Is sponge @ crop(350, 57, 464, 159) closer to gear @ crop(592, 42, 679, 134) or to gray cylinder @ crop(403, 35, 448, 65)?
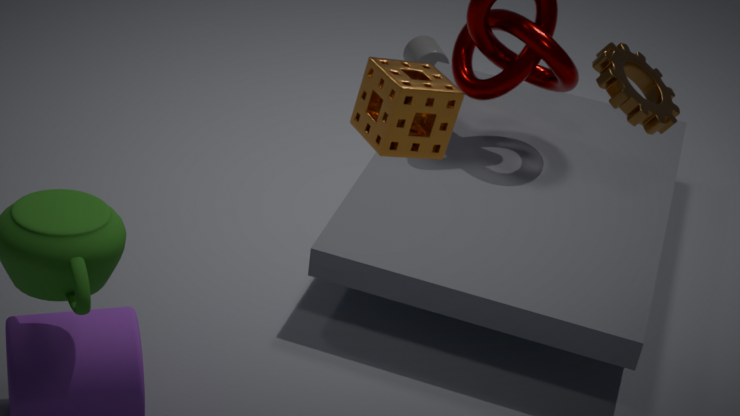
gear @ crop(592, 42, 679, 134)
